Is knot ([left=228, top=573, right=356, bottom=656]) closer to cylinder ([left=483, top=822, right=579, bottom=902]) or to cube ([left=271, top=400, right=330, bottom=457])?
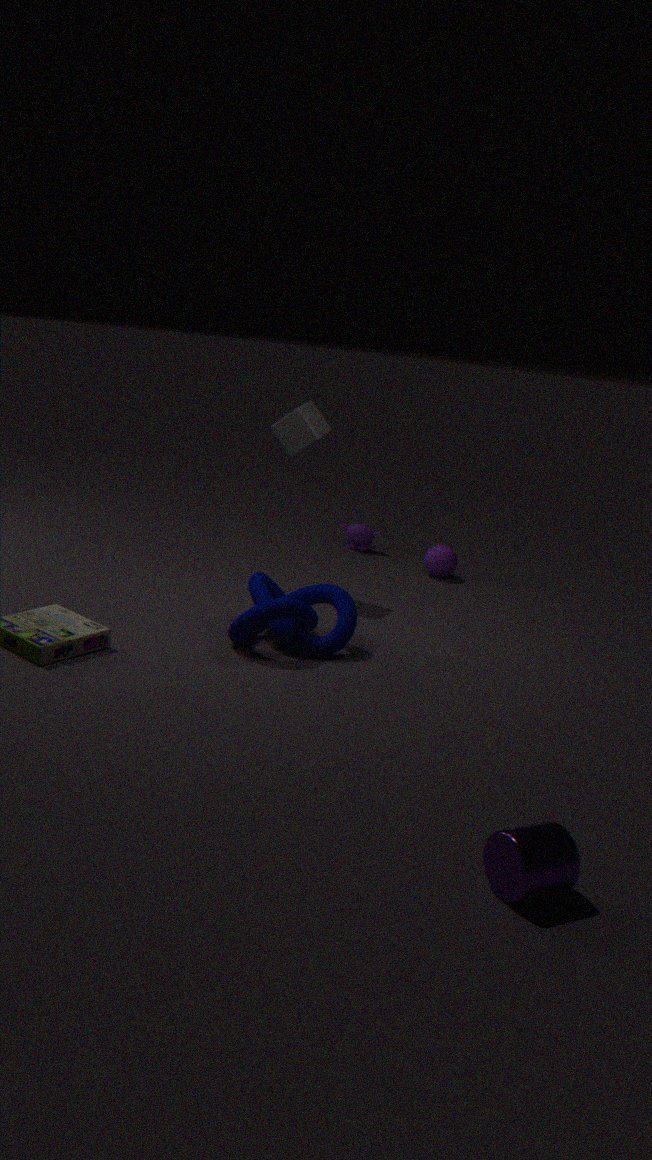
cube ([left=271, top=400, right=330, bottom=457])
